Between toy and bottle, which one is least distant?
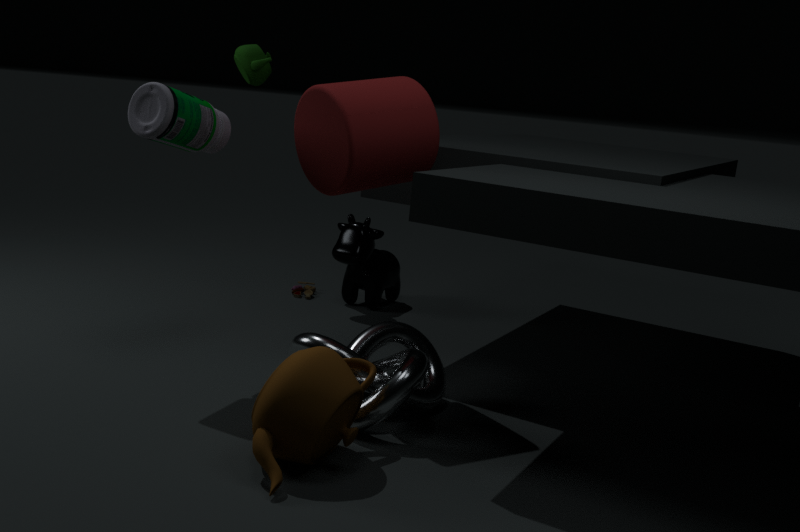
bottle
